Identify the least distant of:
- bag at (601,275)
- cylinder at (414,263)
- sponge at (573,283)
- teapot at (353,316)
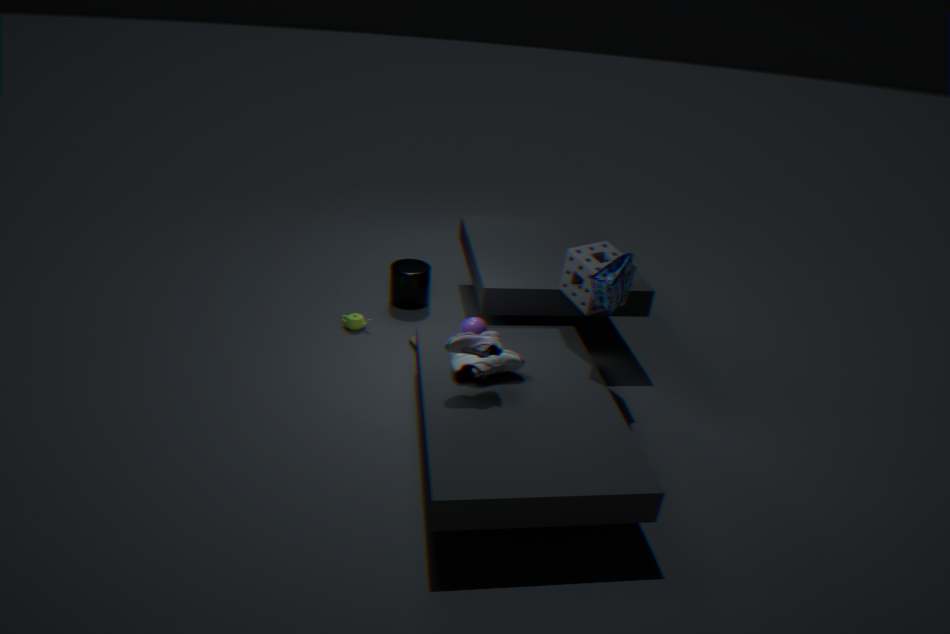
bag at (601,275)
